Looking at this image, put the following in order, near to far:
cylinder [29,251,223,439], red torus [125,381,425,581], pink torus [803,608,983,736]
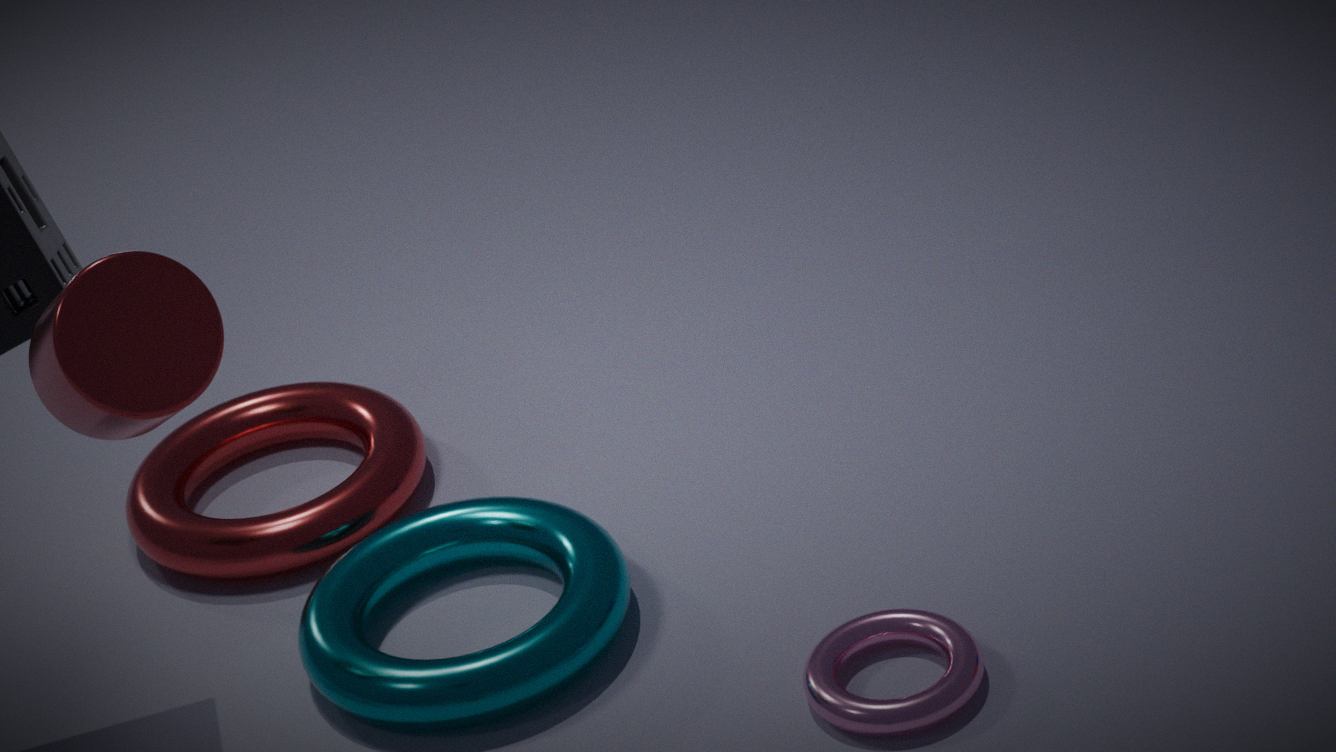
cylinder [29,251,223,439] → pink torus [803,608,983,736] → red torus [125,381,425,581]
